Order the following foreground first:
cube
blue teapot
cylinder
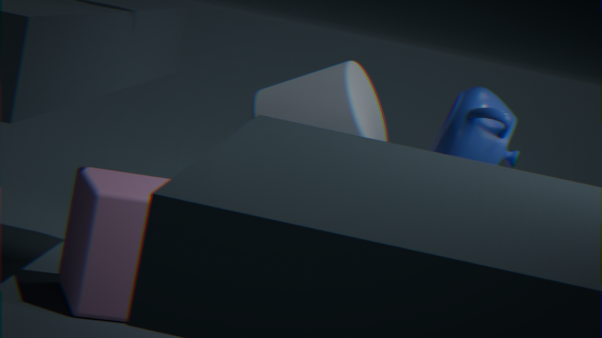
cube → blue teapot → cylinder
